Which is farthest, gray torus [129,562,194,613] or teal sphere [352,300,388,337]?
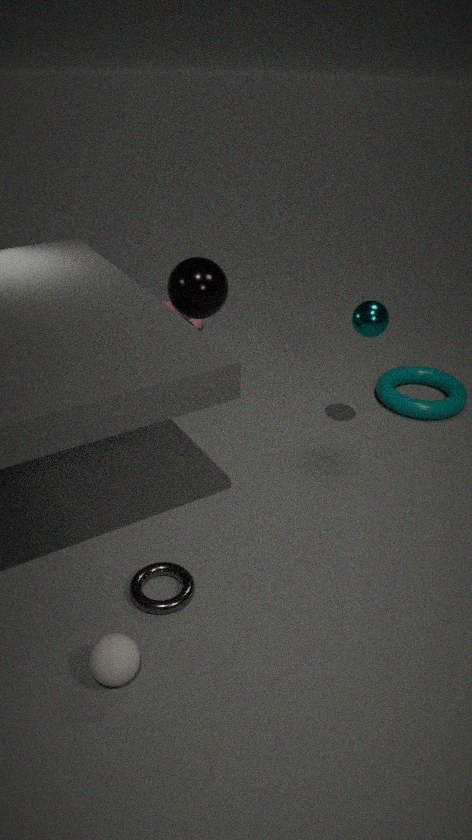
teal sphere [352,300,388,337]
